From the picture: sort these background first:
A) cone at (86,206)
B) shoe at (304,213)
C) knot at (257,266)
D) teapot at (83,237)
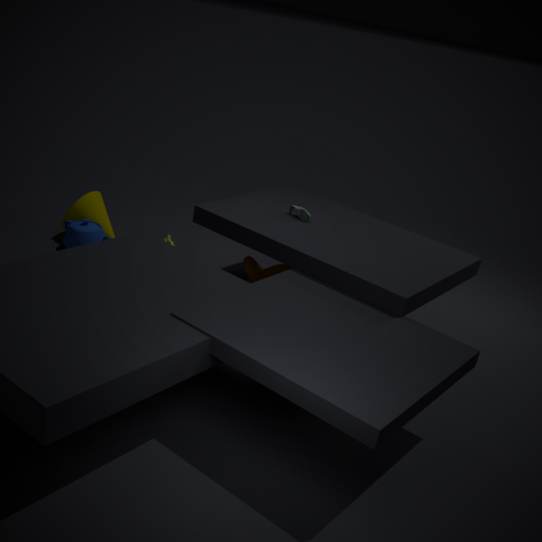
1. cone at (86,206)
2. teapot at (83,237)
3. knot at (257,266)
4. shoe at (304,213)
